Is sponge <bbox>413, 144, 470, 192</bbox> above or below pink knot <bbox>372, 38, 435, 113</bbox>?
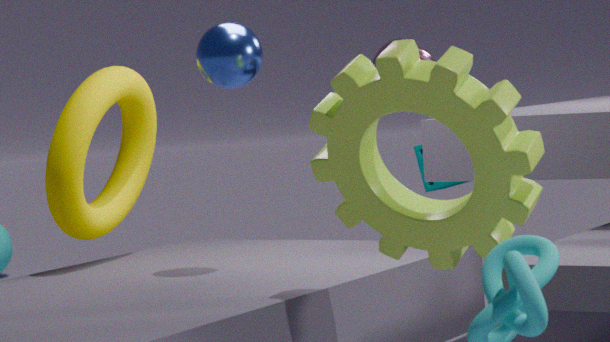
below
